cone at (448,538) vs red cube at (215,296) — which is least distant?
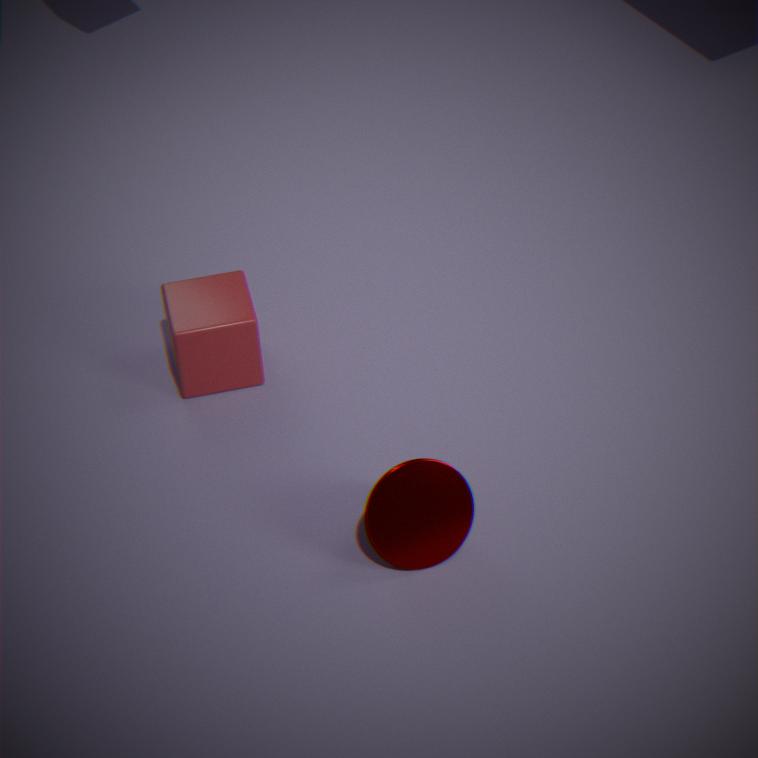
cone at (448,538)
